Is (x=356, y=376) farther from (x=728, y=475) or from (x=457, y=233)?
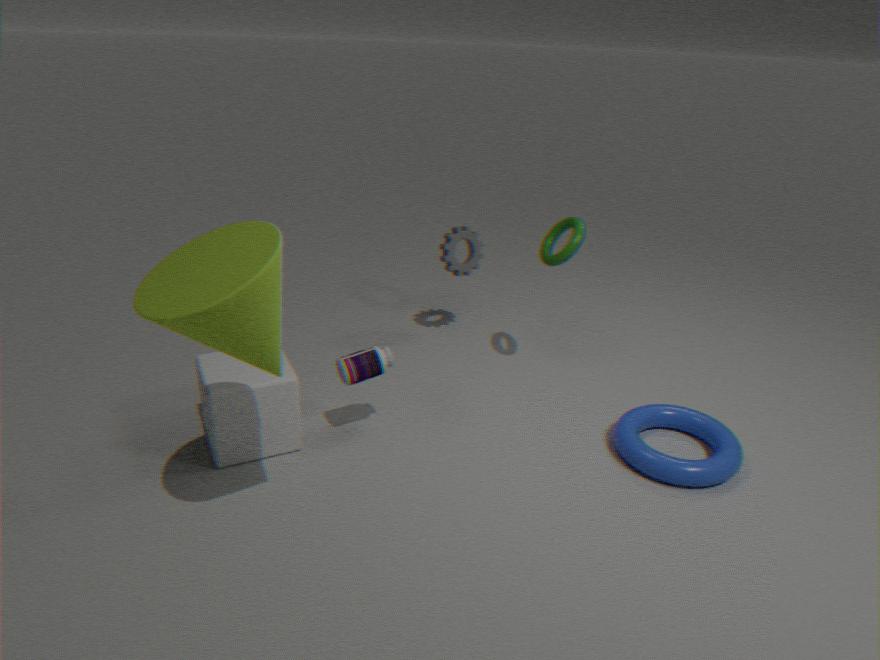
(x=728, y=475)
